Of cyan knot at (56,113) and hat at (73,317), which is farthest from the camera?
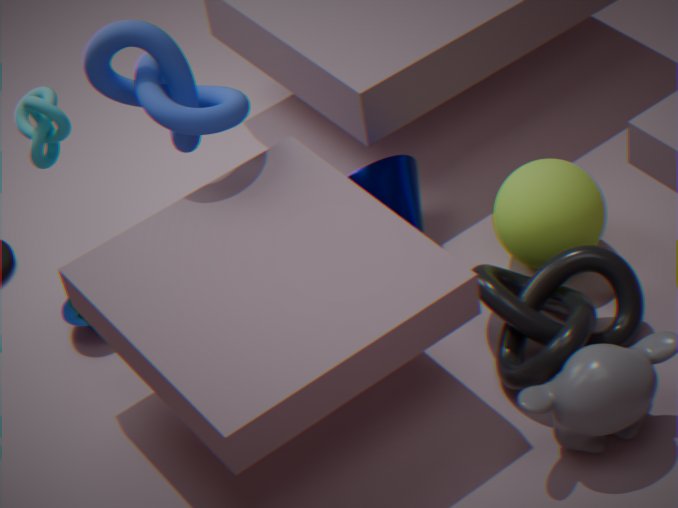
hat at (73,317)
